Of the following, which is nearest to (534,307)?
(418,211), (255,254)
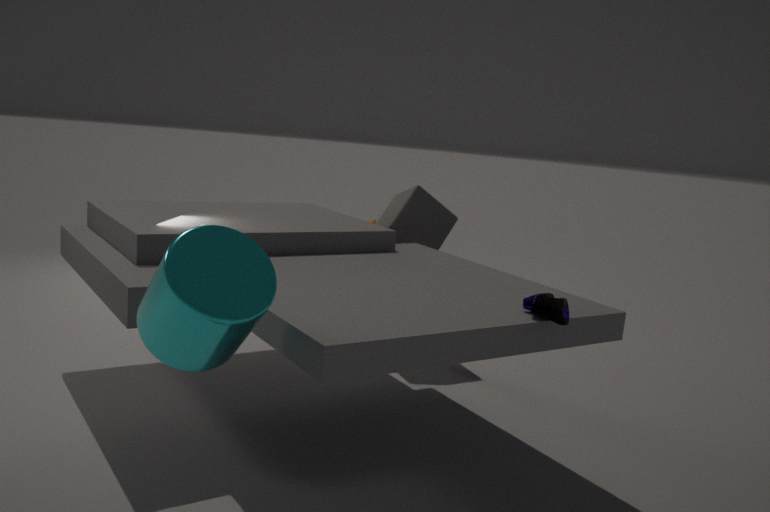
(255,254)
